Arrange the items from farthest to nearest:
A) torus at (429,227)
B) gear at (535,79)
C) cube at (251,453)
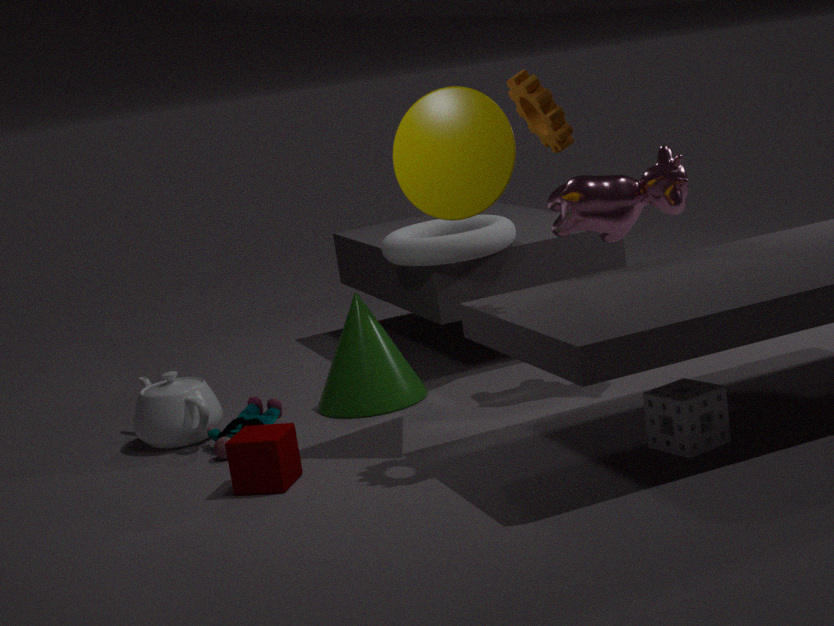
torus at (429,227)
cube at (251,453)
gear at (535,79)
